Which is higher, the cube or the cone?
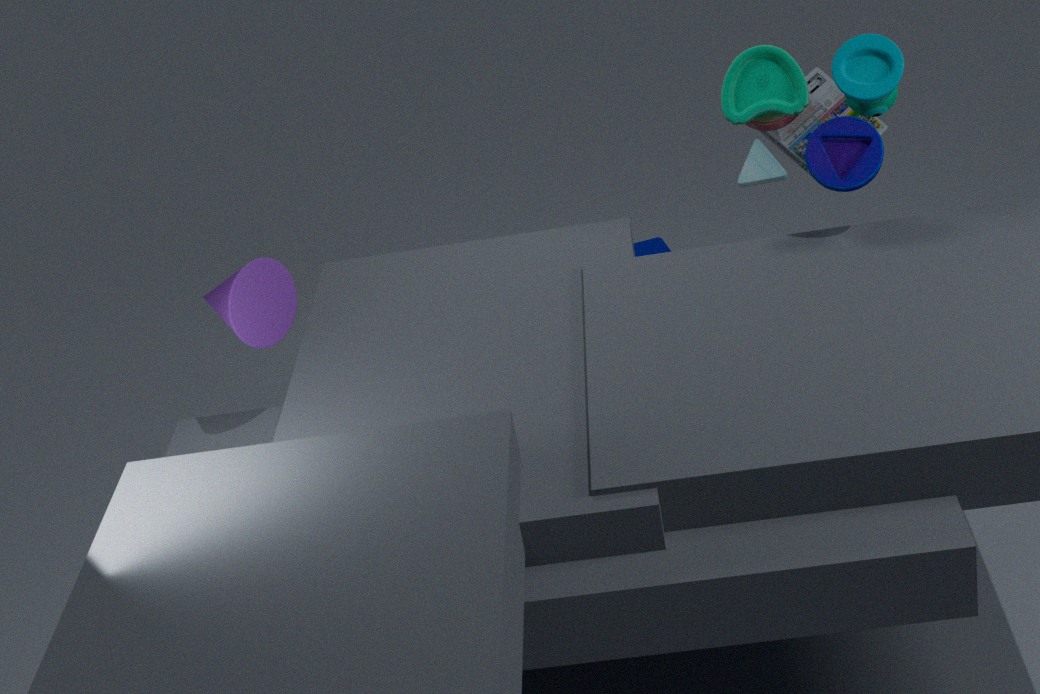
the cone
